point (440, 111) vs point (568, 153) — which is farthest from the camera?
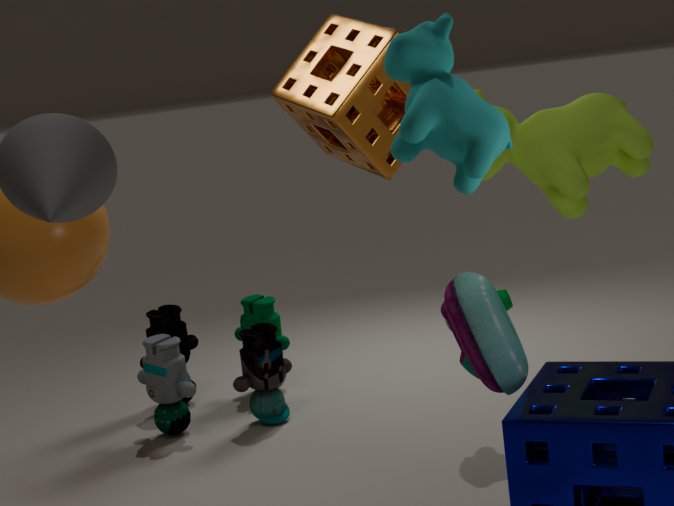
point (568, 153)
